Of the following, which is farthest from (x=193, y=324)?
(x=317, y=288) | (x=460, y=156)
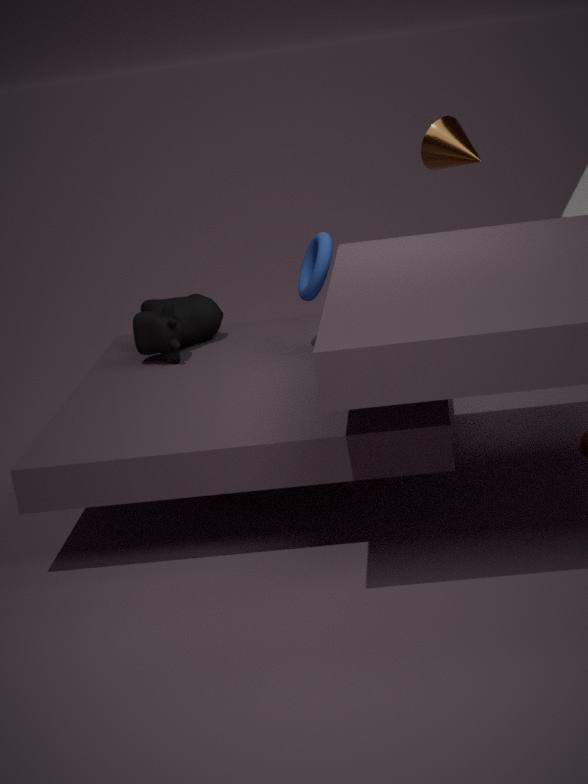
(x=460, y=156)
